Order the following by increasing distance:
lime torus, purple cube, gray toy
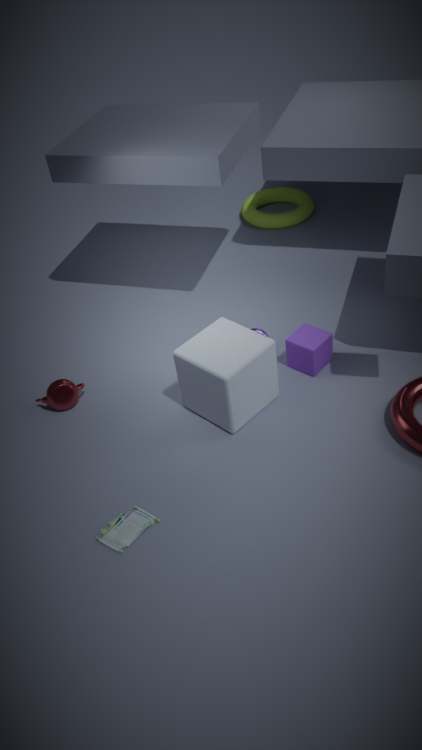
1. gray toy
2. purple cube
3. lime torus
